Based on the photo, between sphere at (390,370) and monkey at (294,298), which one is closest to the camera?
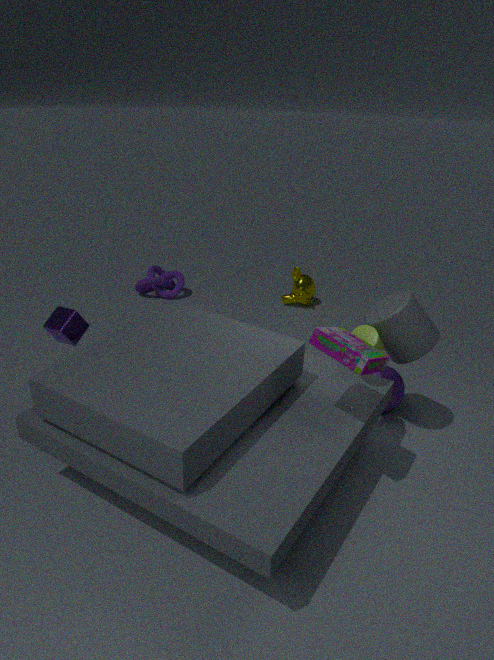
sphere at (390,370)
